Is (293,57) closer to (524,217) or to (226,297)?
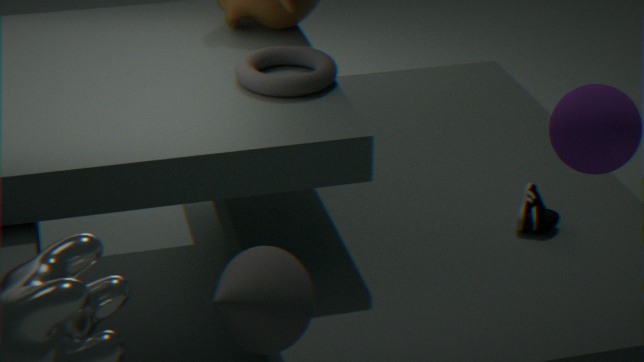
(524,217)
